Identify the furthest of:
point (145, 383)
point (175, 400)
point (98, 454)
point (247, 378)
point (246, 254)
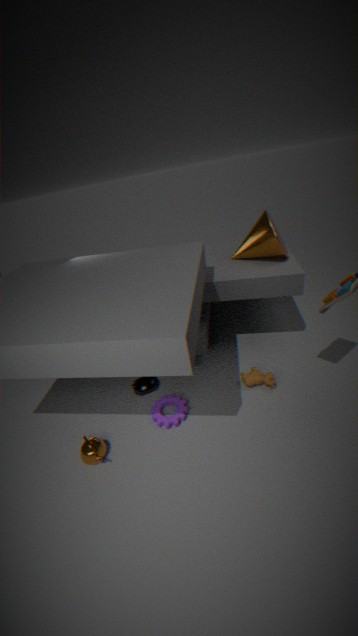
point (246, 254)
